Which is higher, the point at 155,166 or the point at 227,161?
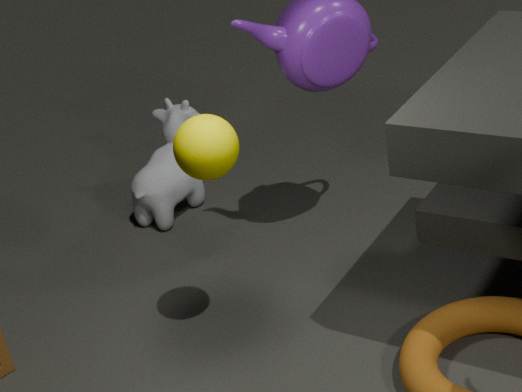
the point at 227,161
